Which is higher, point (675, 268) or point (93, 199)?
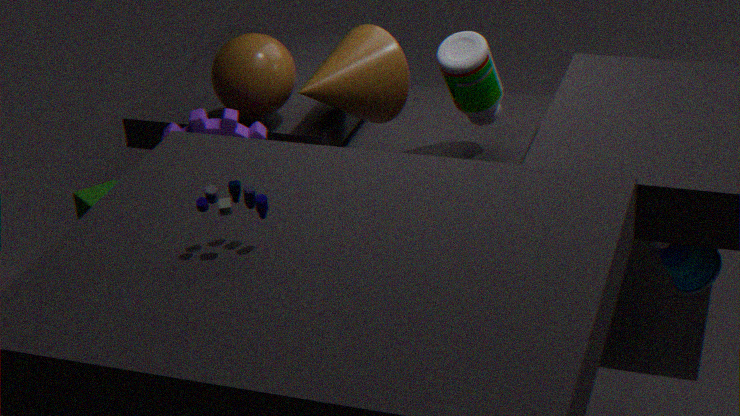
point (93, 199)
